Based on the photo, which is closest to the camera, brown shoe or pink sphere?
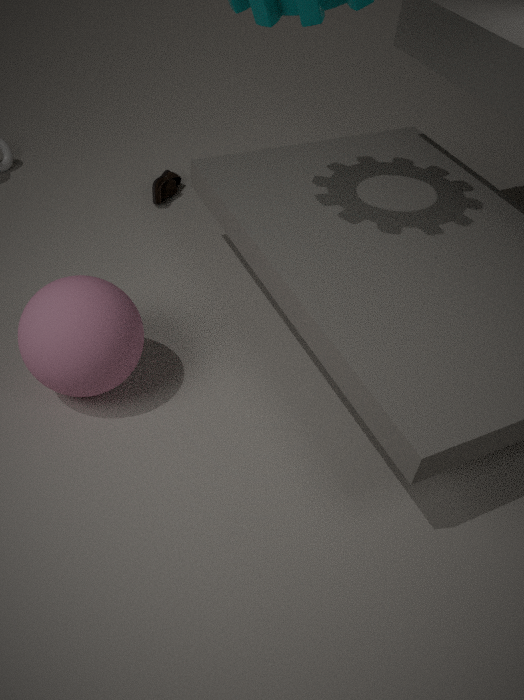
pink sphere
